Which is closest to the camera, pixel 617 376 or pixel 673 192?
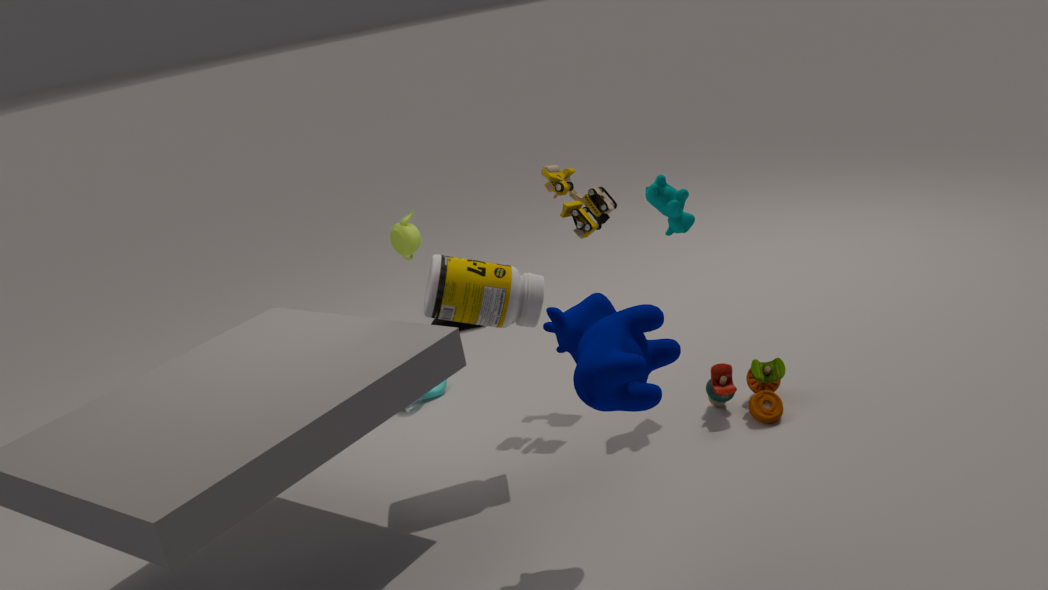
pixel 617 376
